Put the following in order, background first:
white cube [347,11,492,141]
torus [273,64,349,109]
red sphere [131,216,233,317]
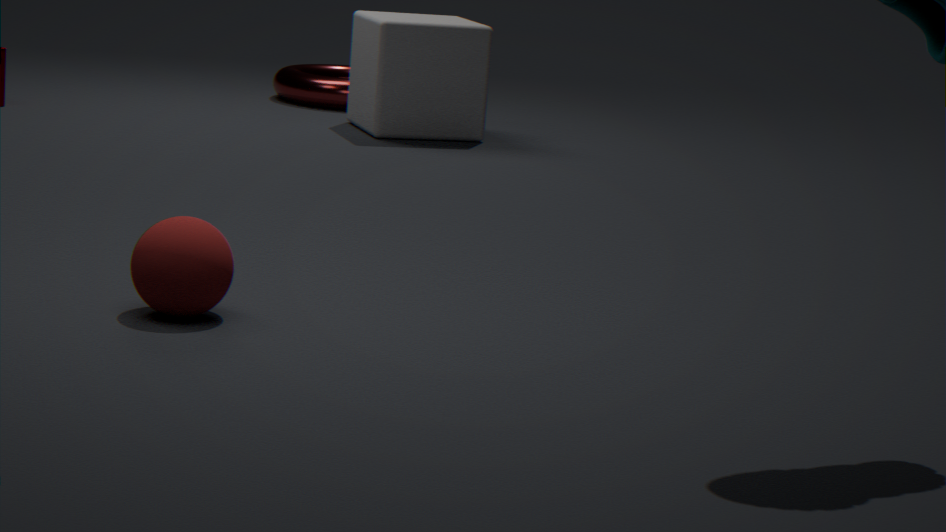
torus [273,64,349,109] < white cube [347,11,492,141] < red sphere [131,216,233,317]
